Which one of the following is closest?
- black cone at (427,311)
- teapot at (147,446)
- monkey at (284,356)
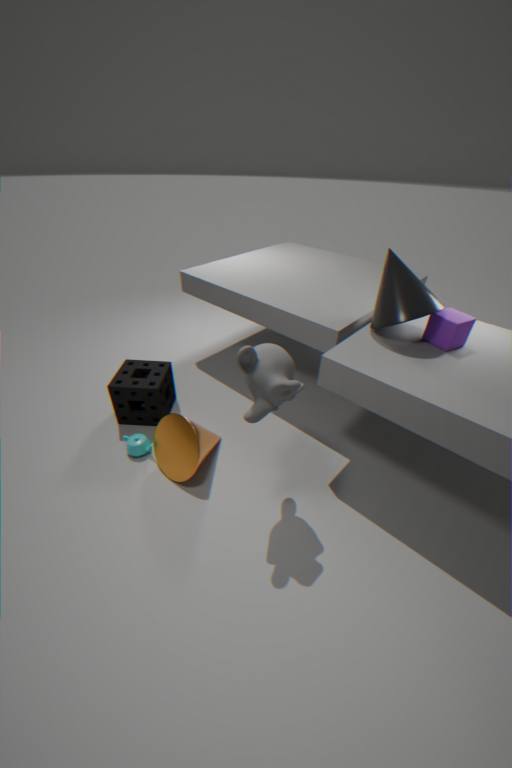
monkey at (284,356)
